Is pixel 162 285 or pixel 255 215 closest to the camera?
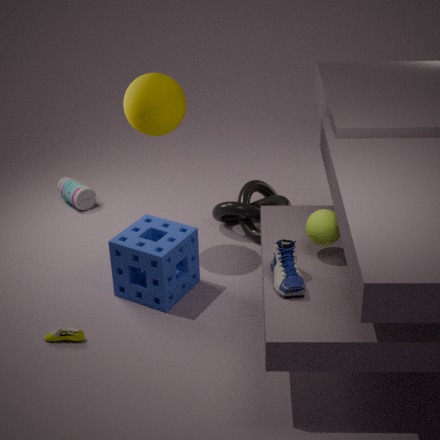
pixel 162 285
